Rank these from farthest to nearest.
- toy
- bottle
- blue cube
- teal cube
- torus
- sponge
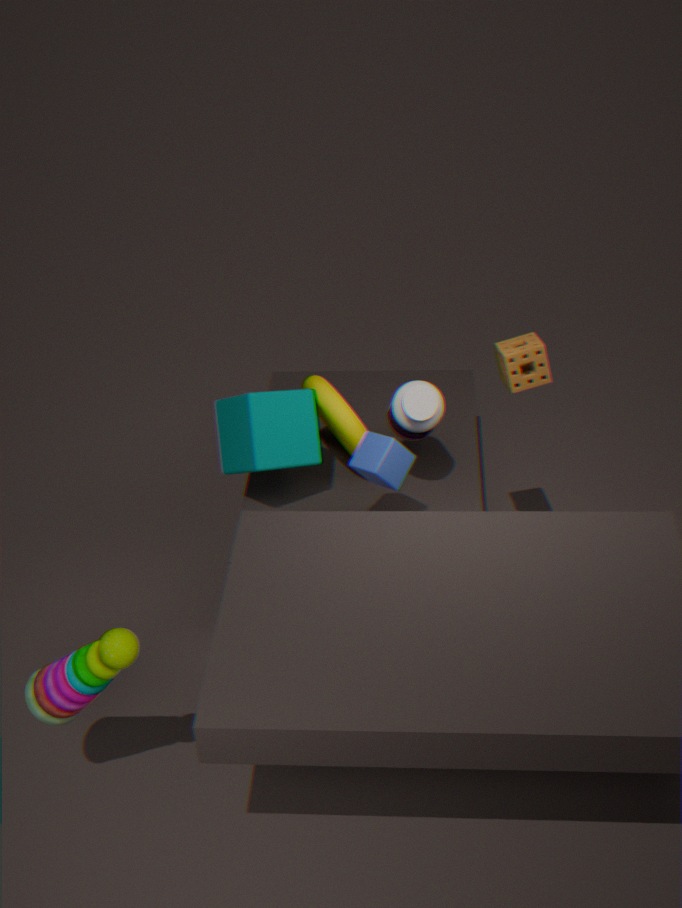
torus
teal cube
bottle
sponge
blue cube
toy
